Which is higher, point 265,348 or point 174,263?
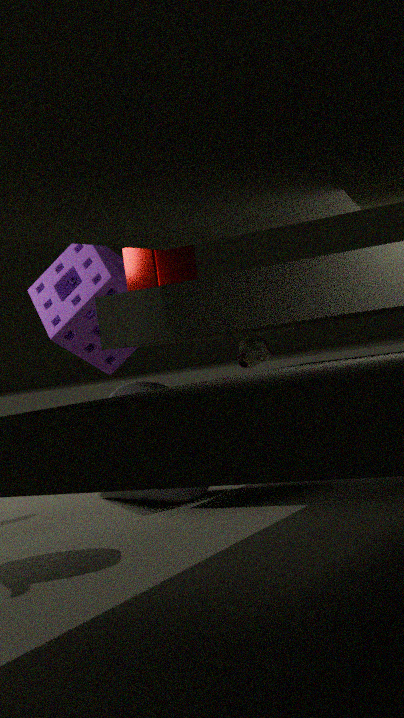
→ point 174,263
